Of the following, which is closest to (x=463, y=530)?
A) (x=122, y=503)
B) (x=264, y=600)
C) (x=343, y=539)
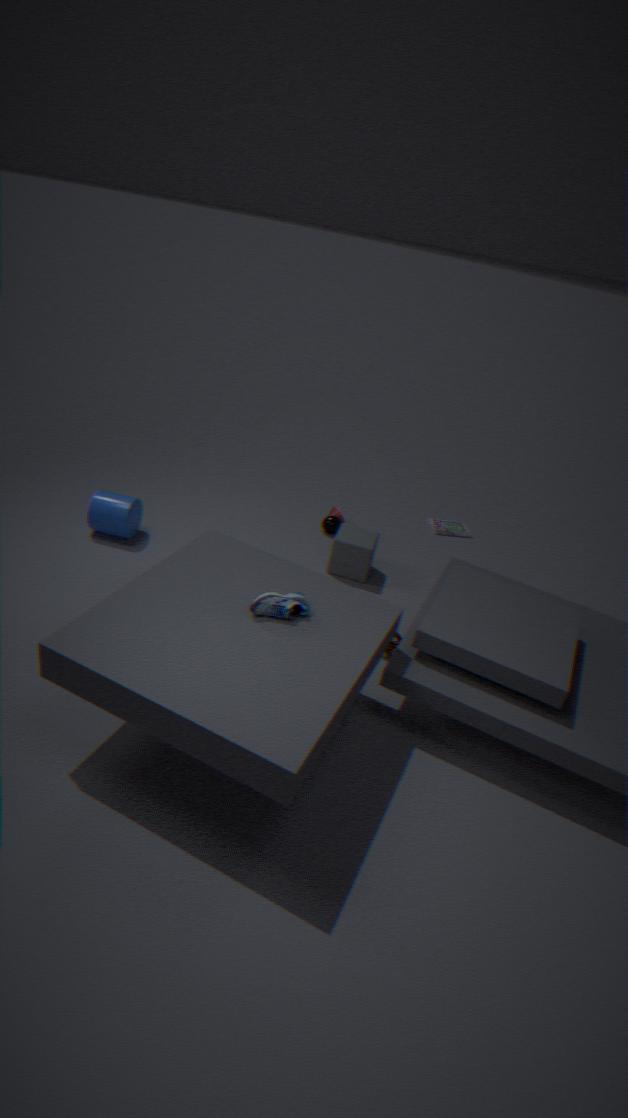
(x=343, y=539)
